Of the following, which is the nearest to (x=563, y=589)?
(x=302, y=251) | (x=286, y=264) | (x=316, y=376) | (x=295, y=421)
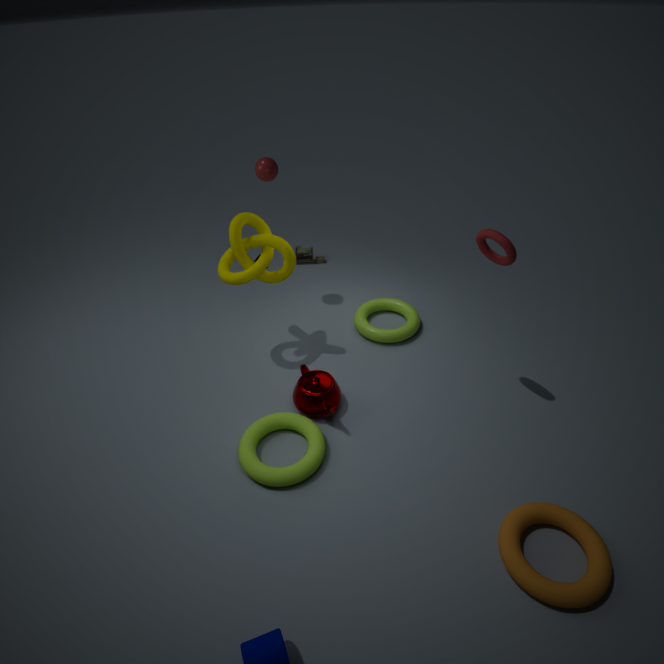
(x=295, y=421)
